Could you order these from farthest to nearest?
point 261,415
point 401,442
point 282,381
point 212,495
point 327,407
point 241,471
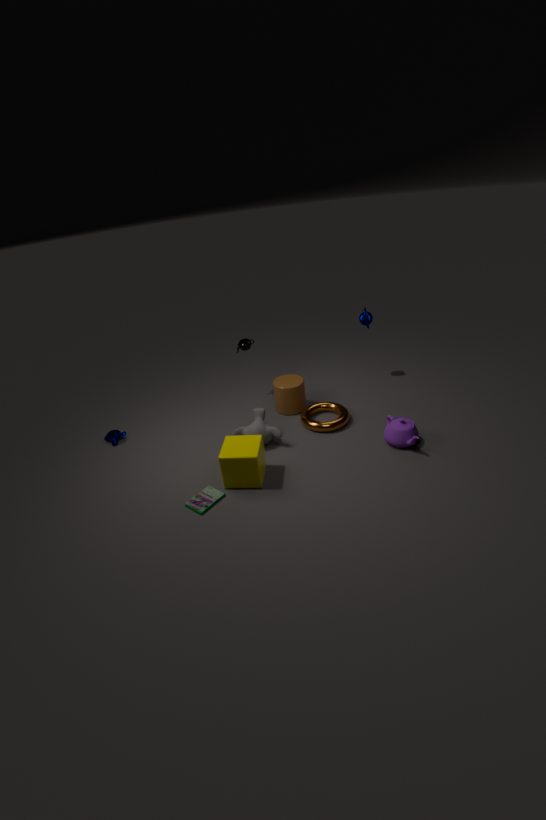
point 282,381
point 327,407
point 261,415
point 401,442
point 212,495
point 241,471
